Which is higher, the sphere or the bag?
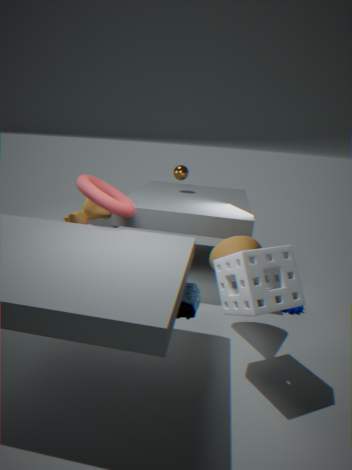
the sphere
